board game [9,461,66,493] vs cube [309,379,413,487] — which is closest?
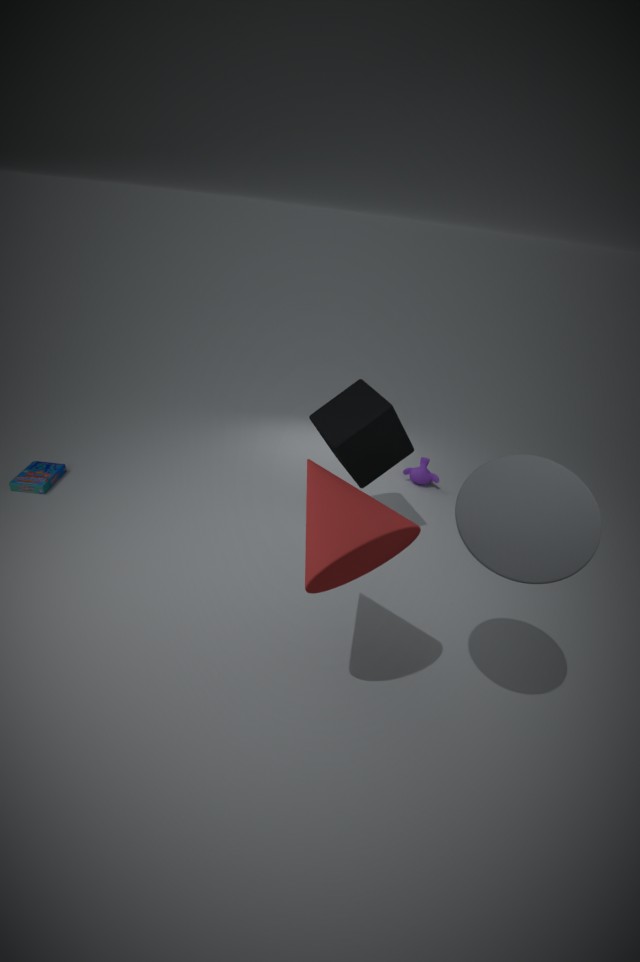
cube [309,379,413,487]
